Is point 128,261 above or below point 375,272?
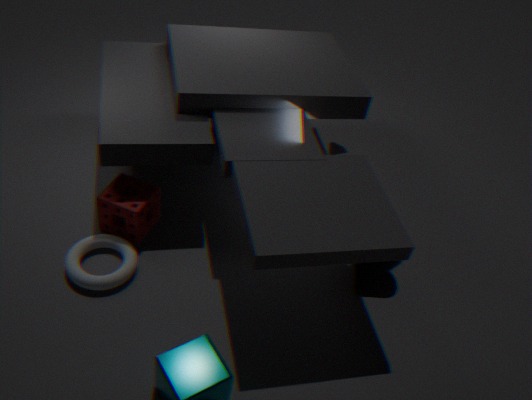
below
